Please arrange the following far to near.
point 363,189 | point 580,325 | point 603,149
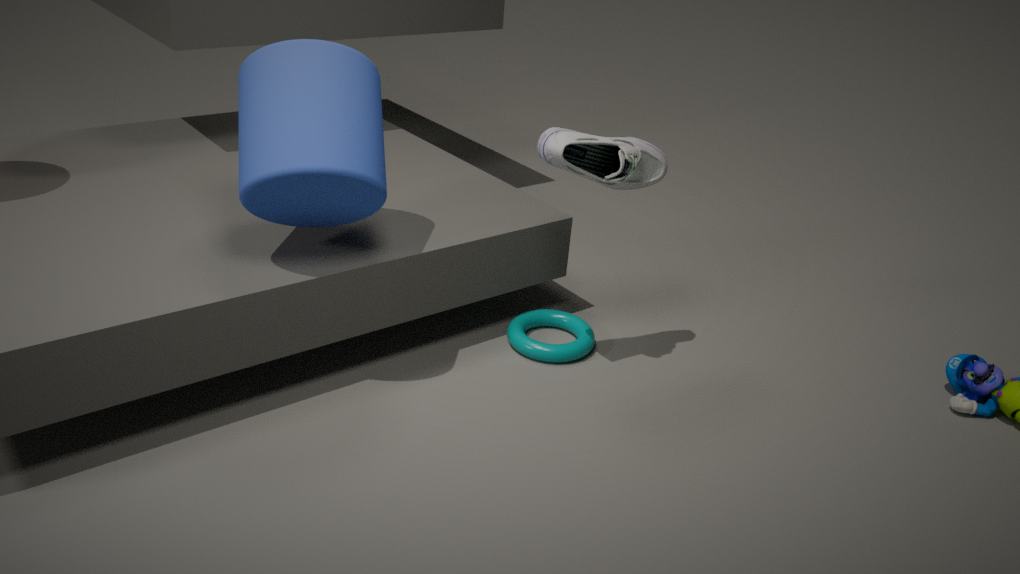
point 580,325 < point 603,149 < point 363,189
